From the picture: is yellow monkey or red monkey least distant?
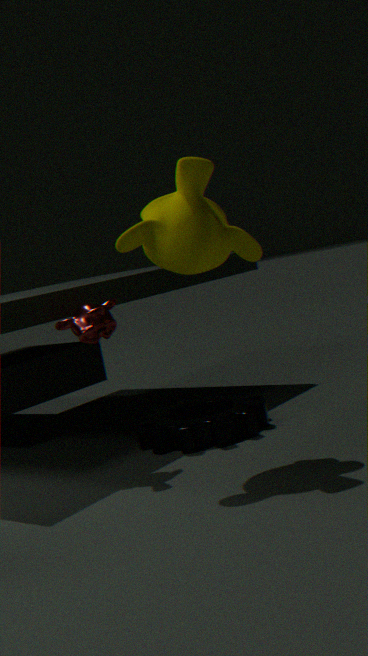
yellow monkey
